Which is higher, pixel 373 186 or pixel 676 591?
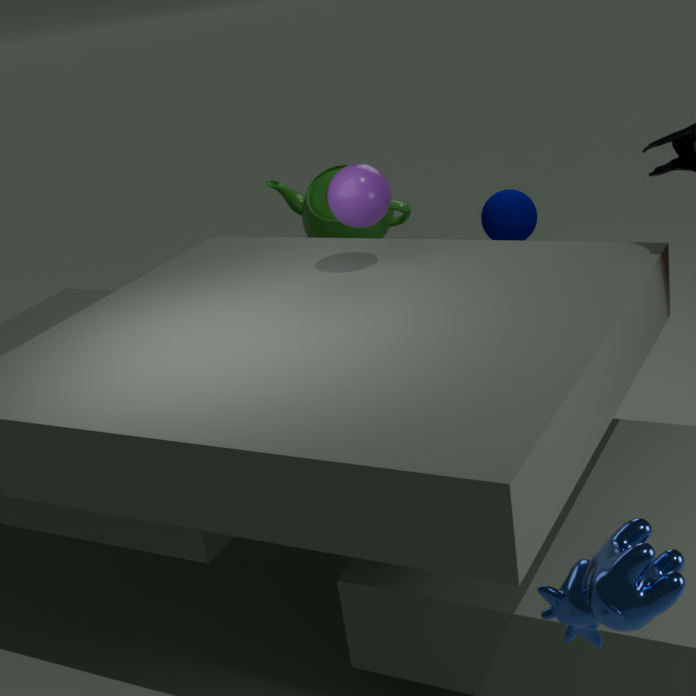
pixel 373 186
